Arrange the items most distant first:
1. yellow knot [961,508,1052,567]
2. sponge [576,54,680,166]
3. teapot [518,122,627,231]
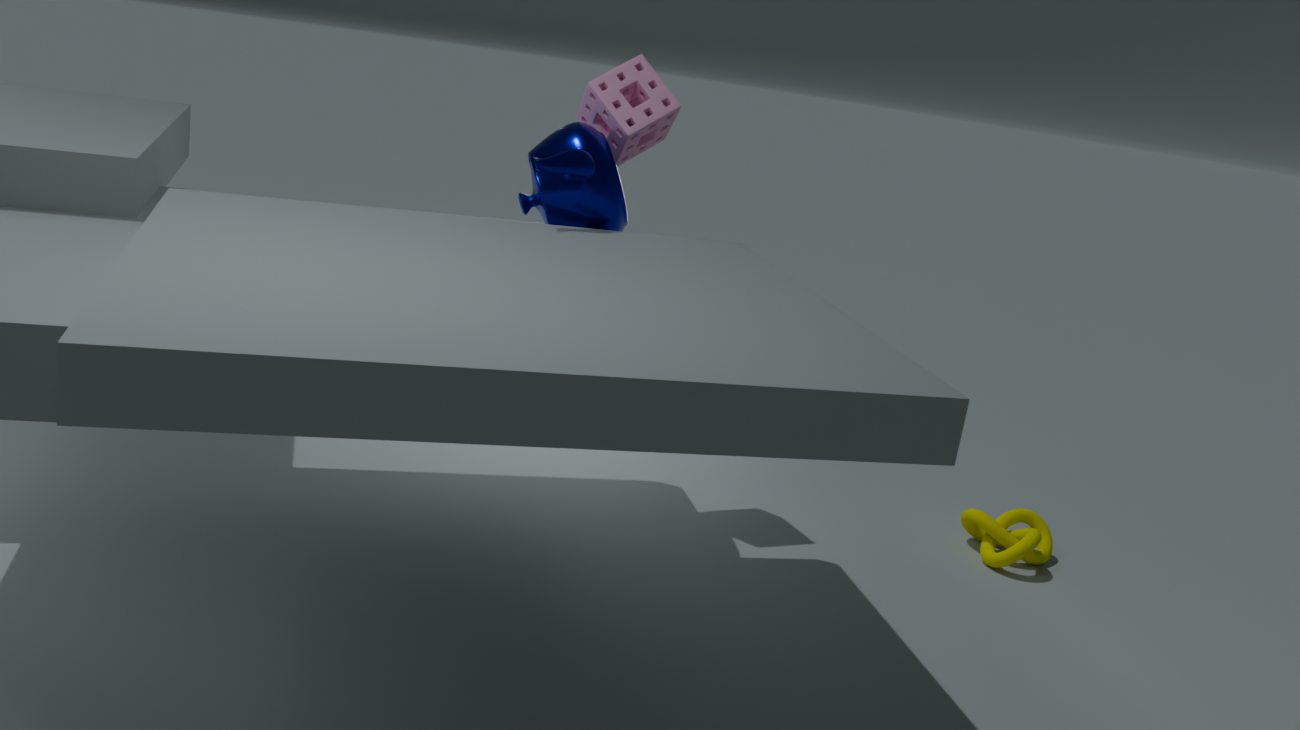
yellow knot [961,508,1052,567], sponge [576,54,680,166], teapot [518,122,627,231]
